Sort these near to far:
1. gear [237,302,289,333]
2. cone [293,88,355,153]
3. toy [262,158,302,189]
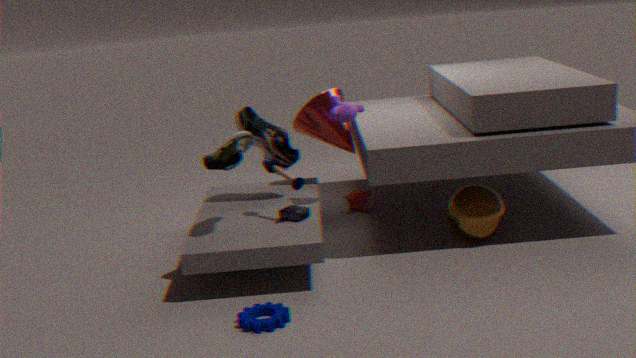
gear [237,302,289,333]
toy [262,158,302,189]
cone [293,88,355,153]
